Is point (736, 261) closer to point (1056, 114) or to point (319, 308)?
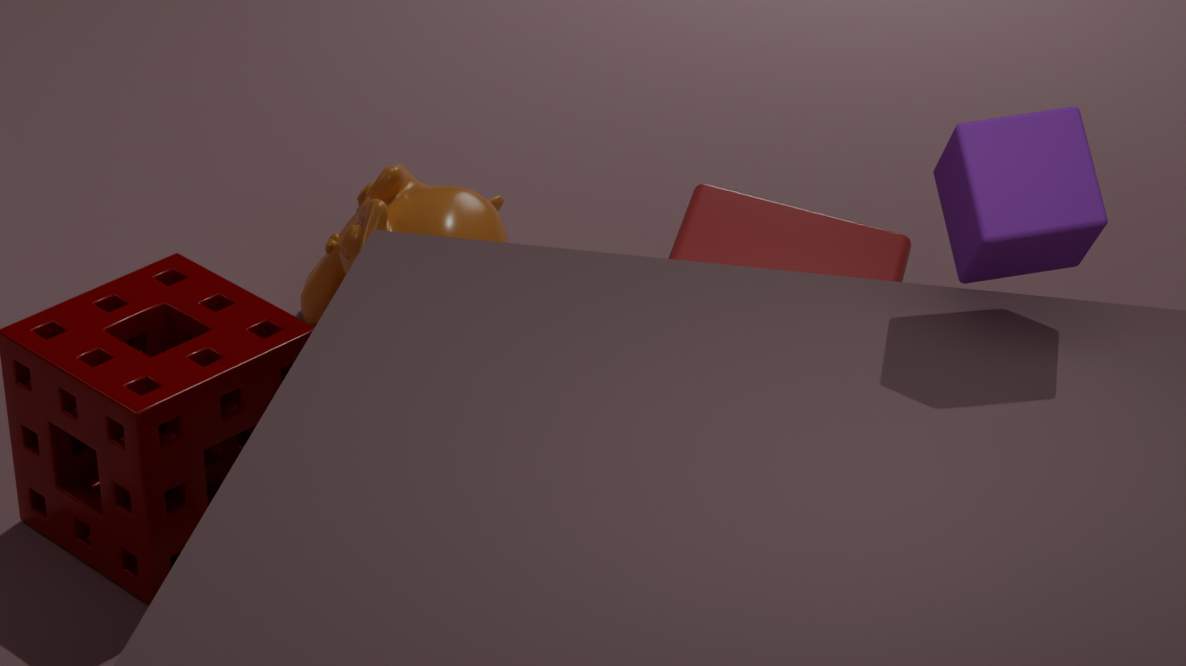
point (1056, 114)
